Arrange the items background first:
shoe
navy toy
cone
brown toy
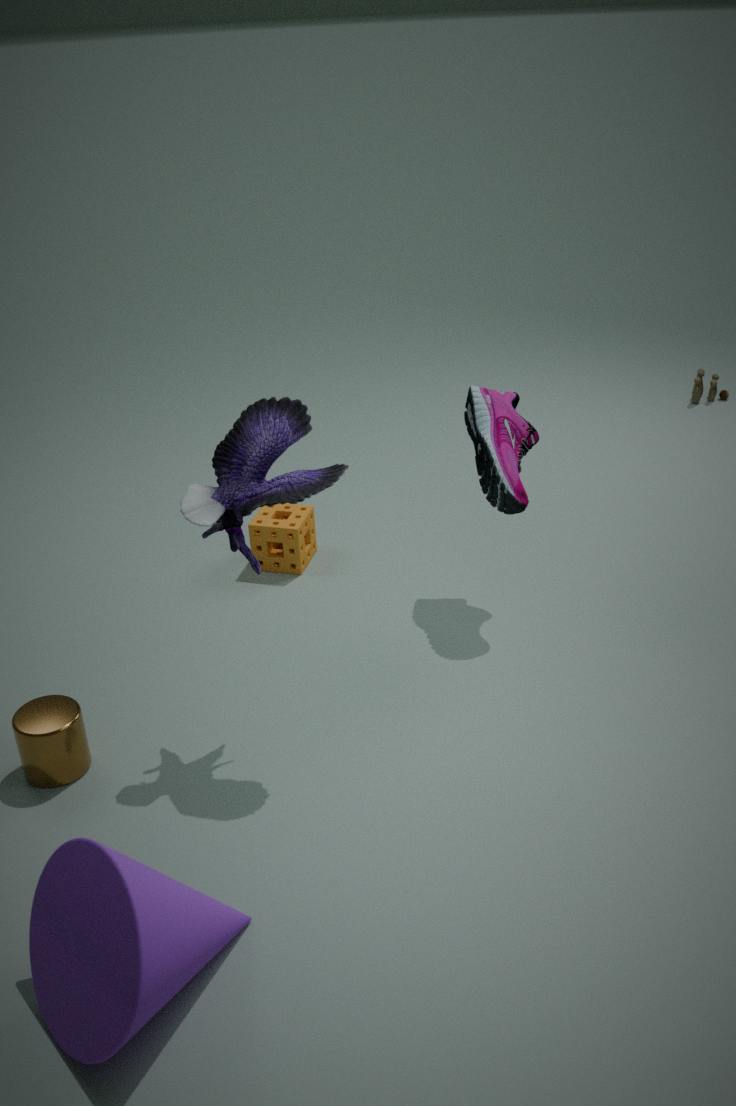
brown toy
shoe
navy toy
cone
